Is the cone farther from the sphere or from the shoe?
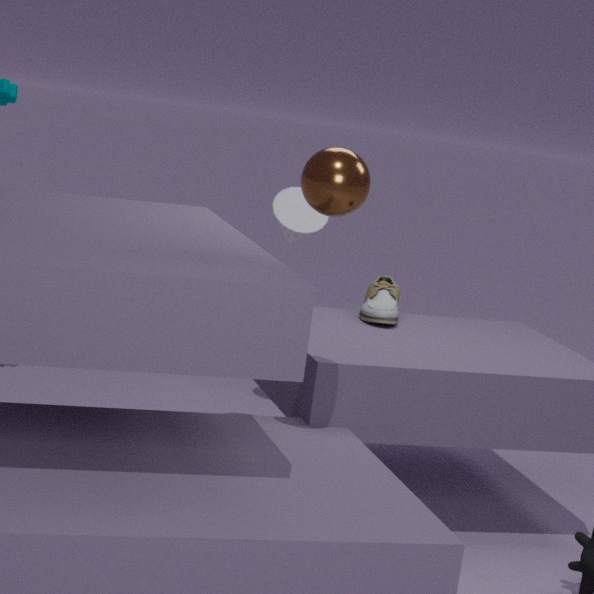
the sphere
